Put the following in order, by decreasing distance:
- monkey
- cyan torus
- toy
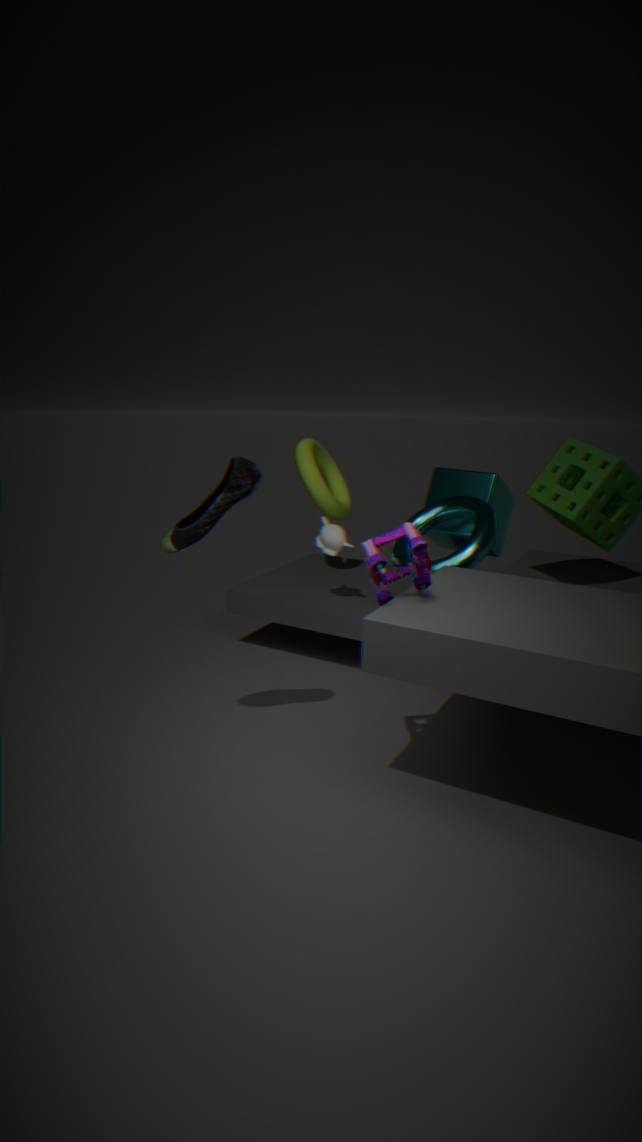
monkey, cyan torus, toy
